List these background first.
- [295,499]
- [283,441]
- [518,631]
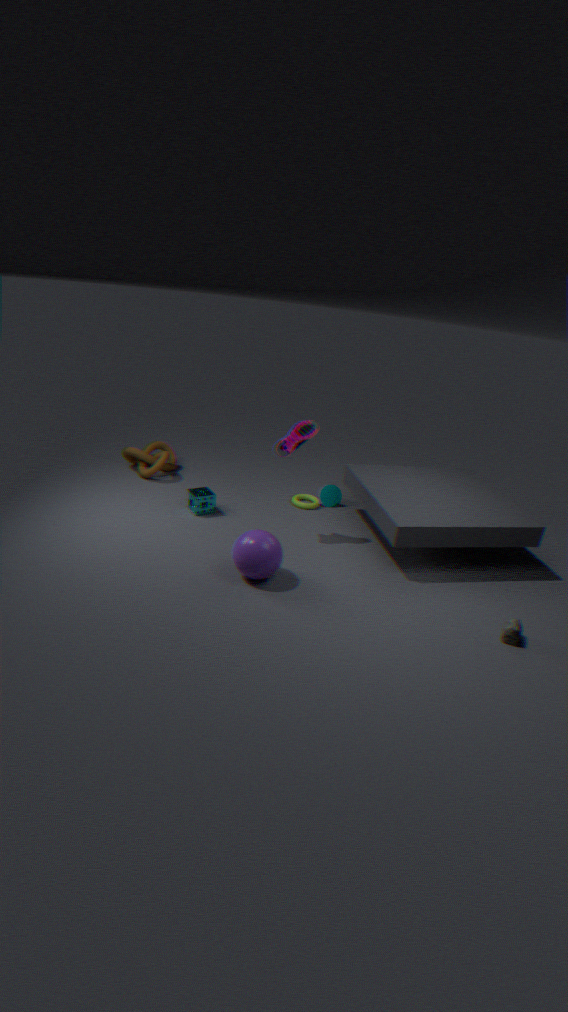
[295,499] < [283,441] < [518,631]
